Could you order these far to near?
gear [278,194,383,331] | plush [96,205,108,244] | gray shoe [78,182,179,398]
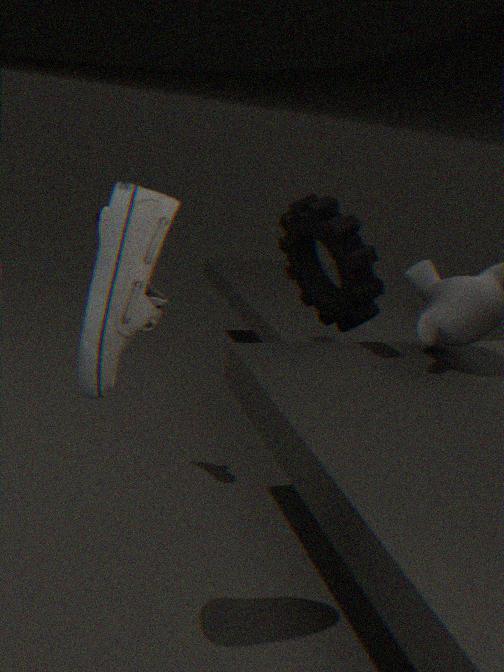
1. gear [278,194,383,331]
2. plush [96,205,108,244]
3. gray shoe [78,182,179,398]
